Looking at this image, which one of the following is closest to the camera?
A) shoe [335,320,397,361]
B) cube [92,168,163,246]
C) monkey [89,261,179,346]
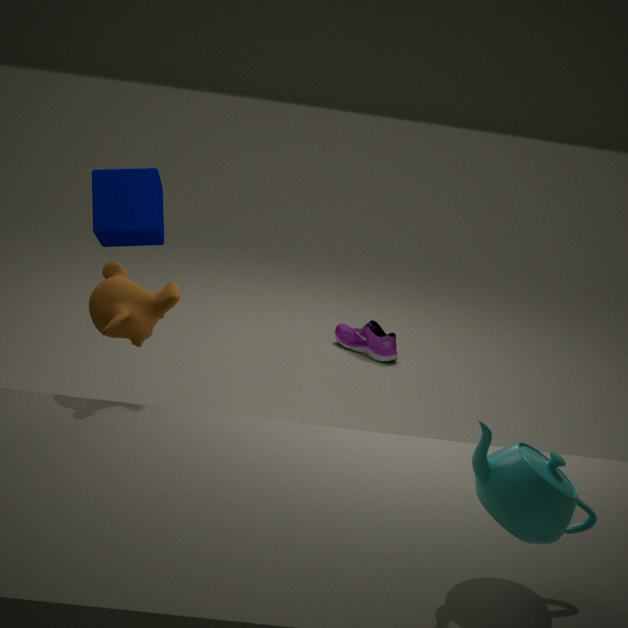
monkey [89,261,179,346]
